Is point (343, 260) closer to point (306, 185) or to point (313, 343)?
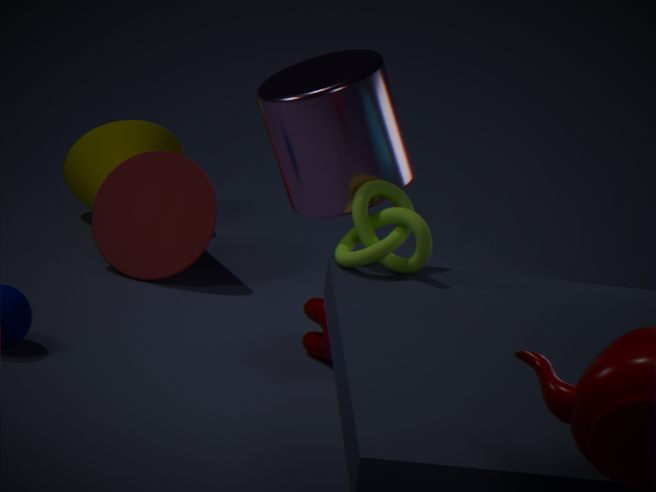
point (306, 185)
